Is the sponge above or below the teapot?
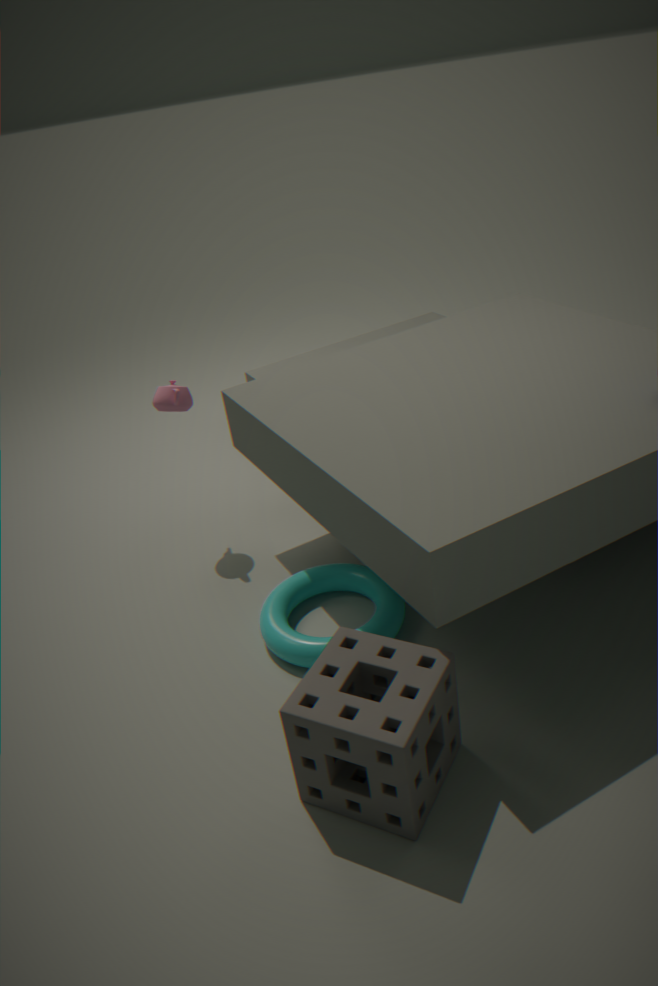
below
